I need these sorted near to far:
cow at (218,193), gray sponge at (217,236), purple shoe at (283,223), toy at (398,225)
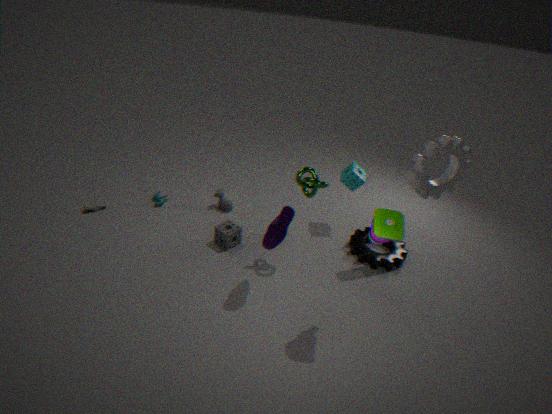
toy at (398,225) < purple shoe at (283,223) < gray sponge at (217,236) < cow at (218,193)
